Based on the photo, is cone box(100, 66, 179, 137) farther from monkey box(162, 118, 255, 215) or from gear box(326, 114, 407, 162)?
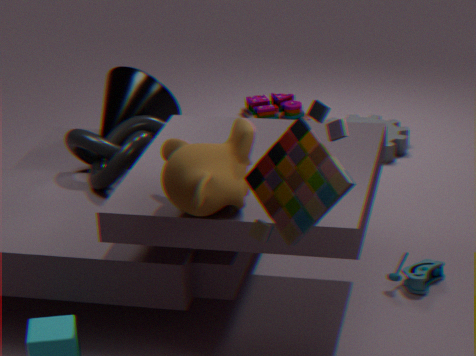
monkey box(162, 118, 255, 215)
